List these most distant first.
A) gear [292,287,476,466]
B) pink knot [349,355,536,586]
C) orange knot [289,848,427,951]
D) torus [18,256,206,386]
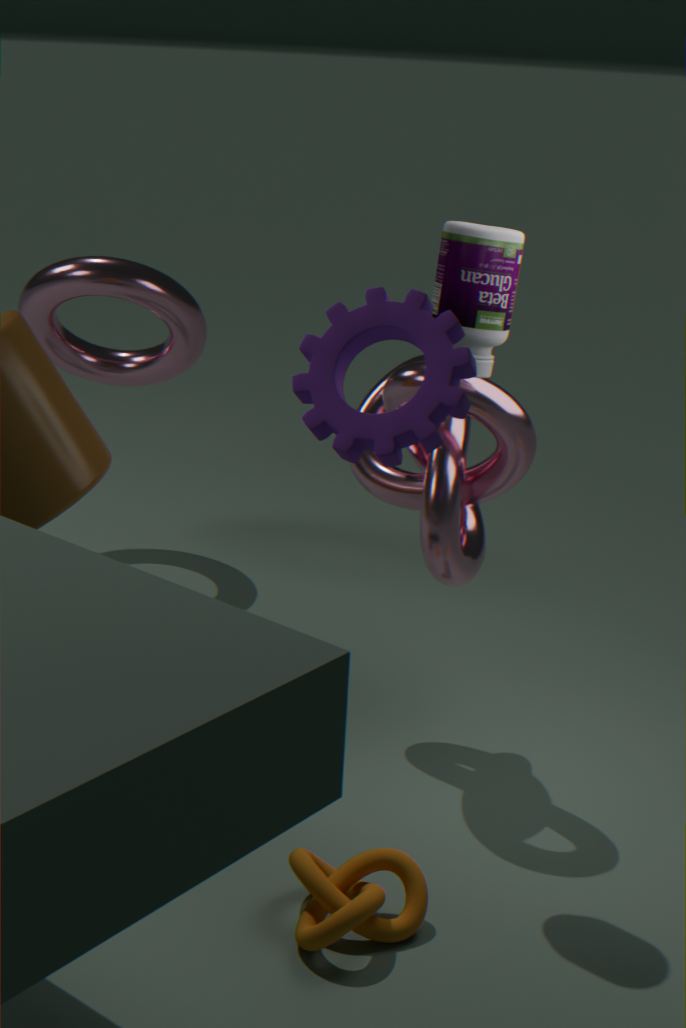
torus [18,256,206,386] → pink knot [349,355,536,586] → orange knot [289,848,427,951] → gear [292,287,476,466]
